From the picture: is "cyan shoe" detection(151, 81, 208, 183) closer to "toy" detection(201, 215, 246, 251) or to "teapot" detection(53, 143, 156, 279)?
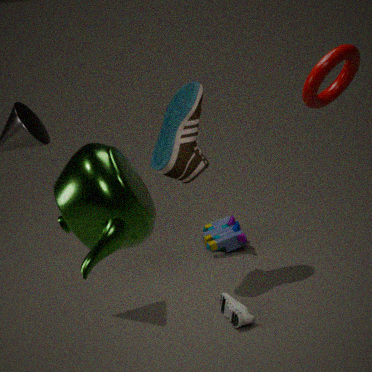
"toy" detection(201, 215, 246, 251)
